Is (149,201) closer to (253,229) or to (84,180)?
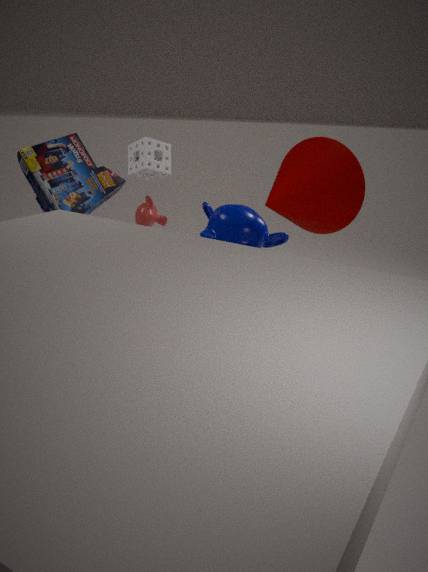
(84,180)
